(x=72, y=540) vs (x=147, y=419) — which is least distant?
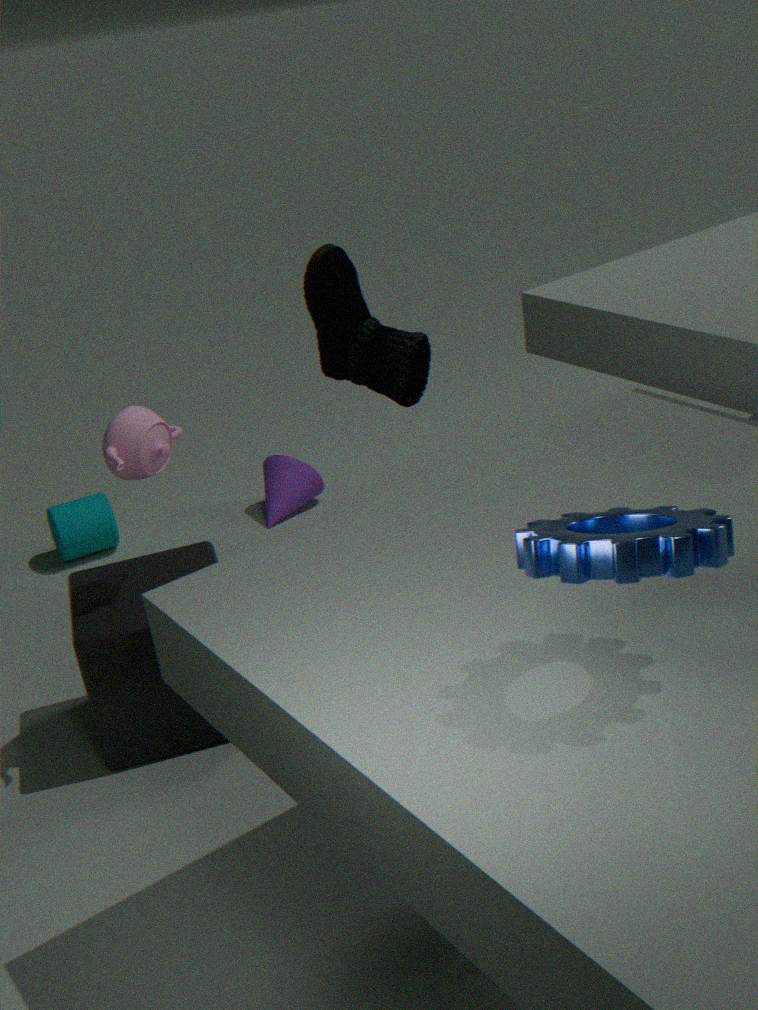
(x=147, y=419)
